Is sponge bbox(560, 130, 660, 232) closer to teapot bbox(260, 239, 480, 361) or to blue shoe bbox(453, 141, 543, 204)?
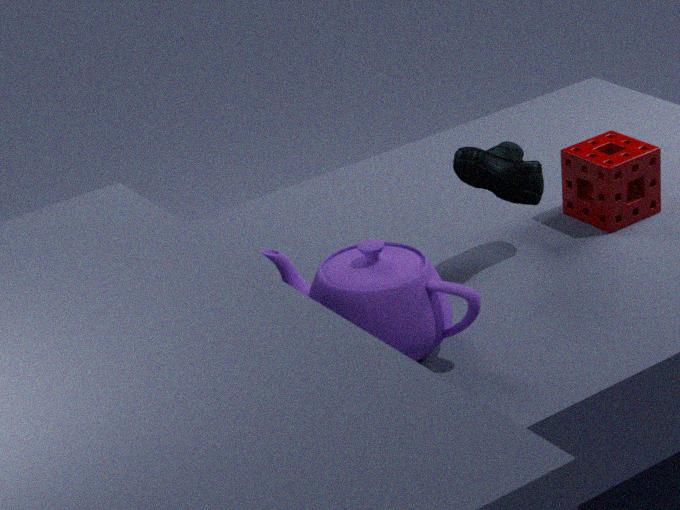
blue shoe bbox(453, 141, 543, 204)
